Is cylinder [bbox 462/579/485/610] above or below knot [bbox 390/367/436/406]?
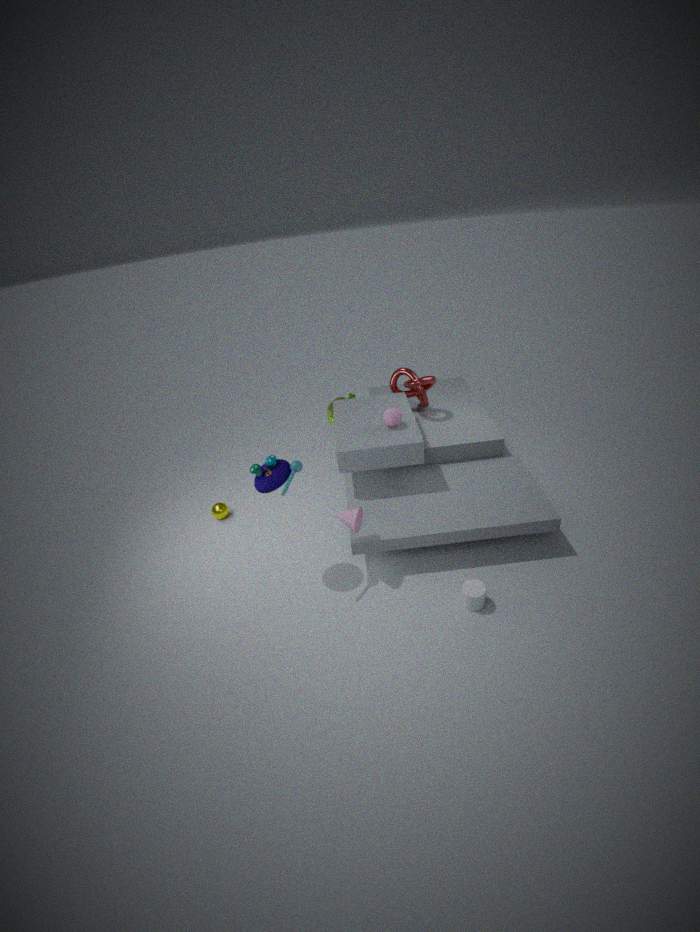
below
